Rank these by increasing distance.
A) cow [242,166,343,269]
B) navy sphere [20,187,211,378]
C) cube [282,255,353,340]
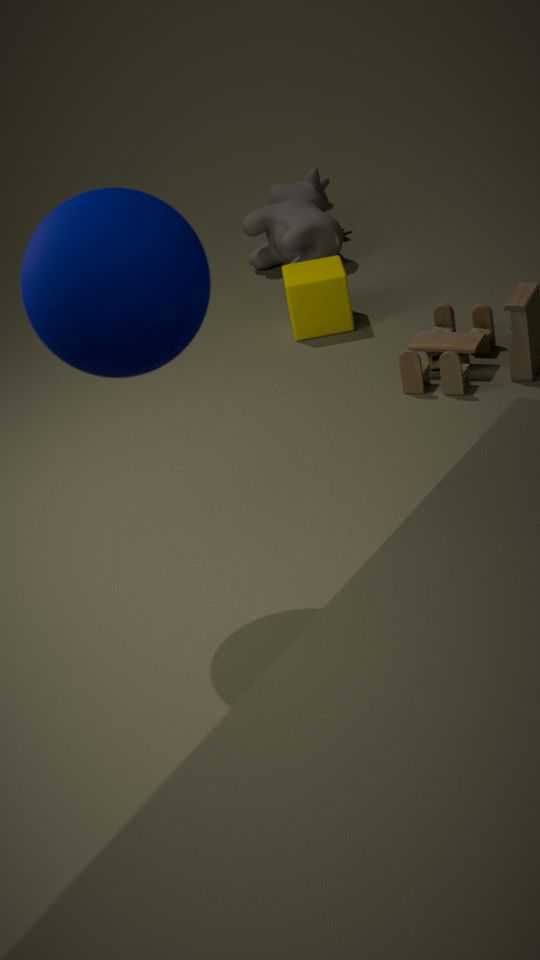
B. navy sphere [20,187,211,378], C. cube [282,255,353,340], A. cow [242,166,343,269]
